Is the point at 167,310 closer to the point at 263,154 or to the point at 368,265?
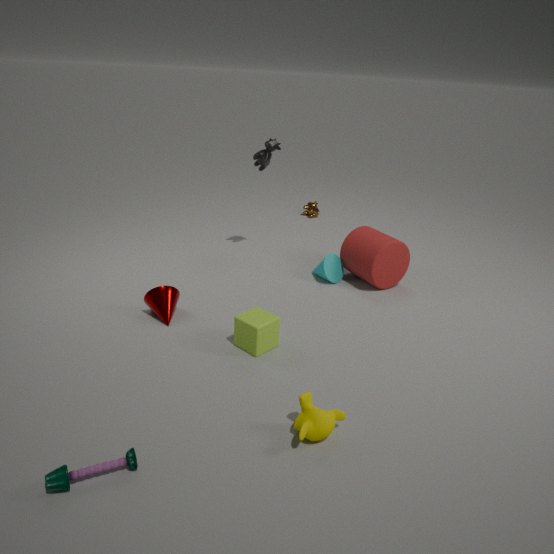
the point at 263,154
